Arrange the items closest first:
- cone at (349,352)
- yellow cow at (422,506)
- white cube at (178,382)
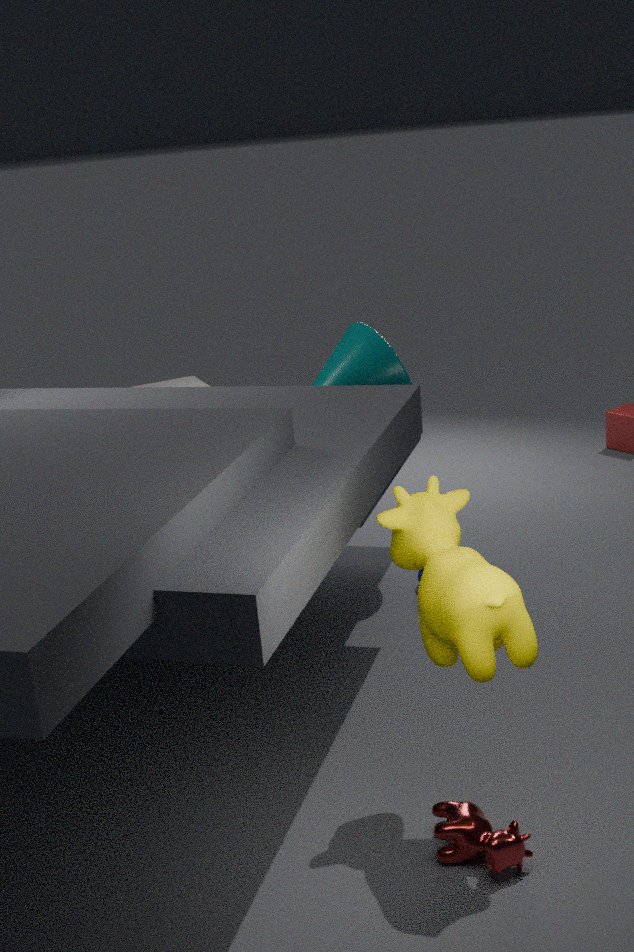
yellow cow at (422,506) → cone at (349,352) → white cube at (178,382)
